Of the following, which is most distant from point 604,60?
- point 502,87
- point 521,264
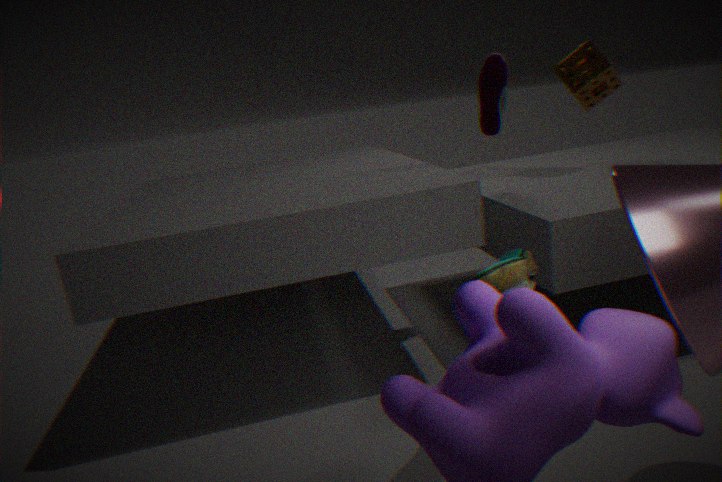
point 521,264
